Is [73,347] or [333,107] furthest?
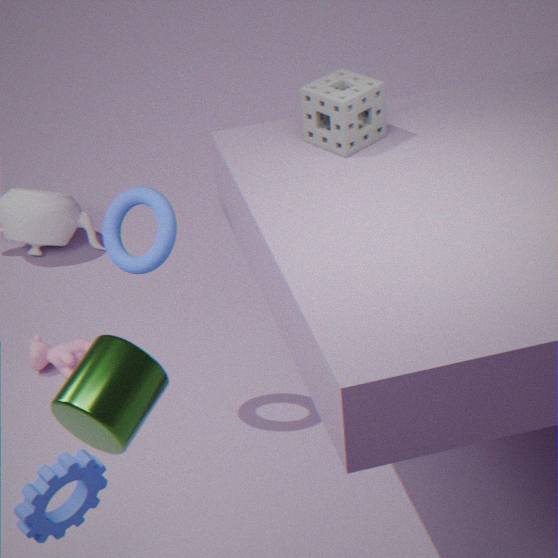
[73,347]
